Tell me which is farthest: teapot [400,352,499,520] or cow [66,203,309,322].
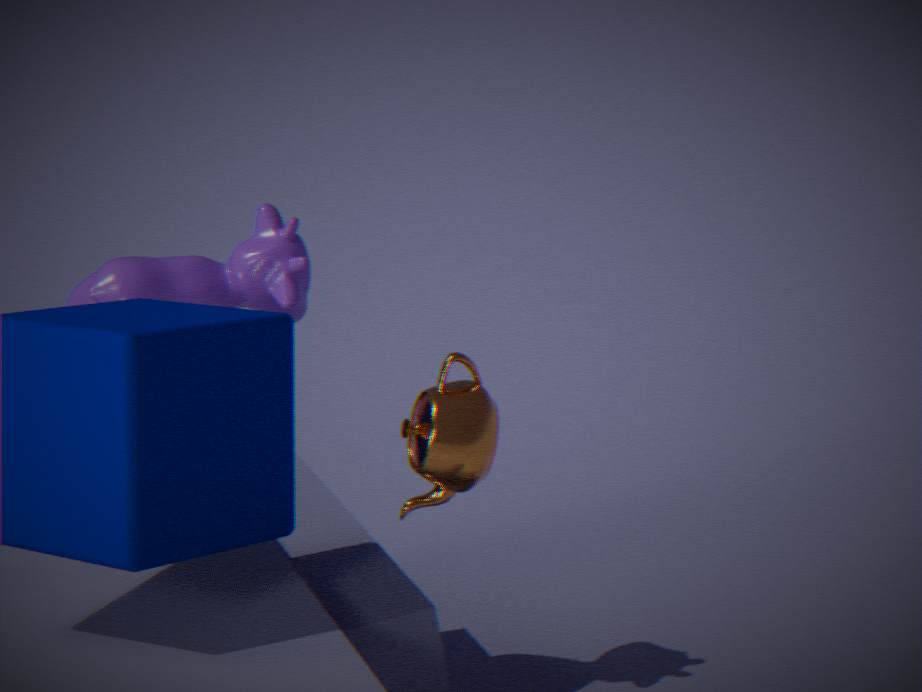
cow [66,203,309,322]
